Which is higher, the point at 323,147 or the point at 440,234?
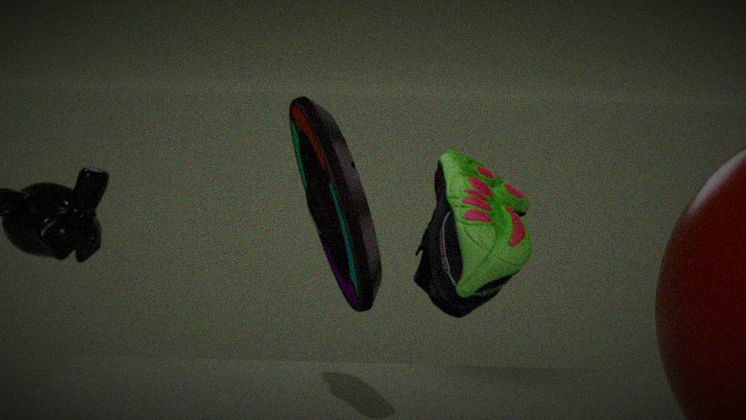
the point at 323,147
